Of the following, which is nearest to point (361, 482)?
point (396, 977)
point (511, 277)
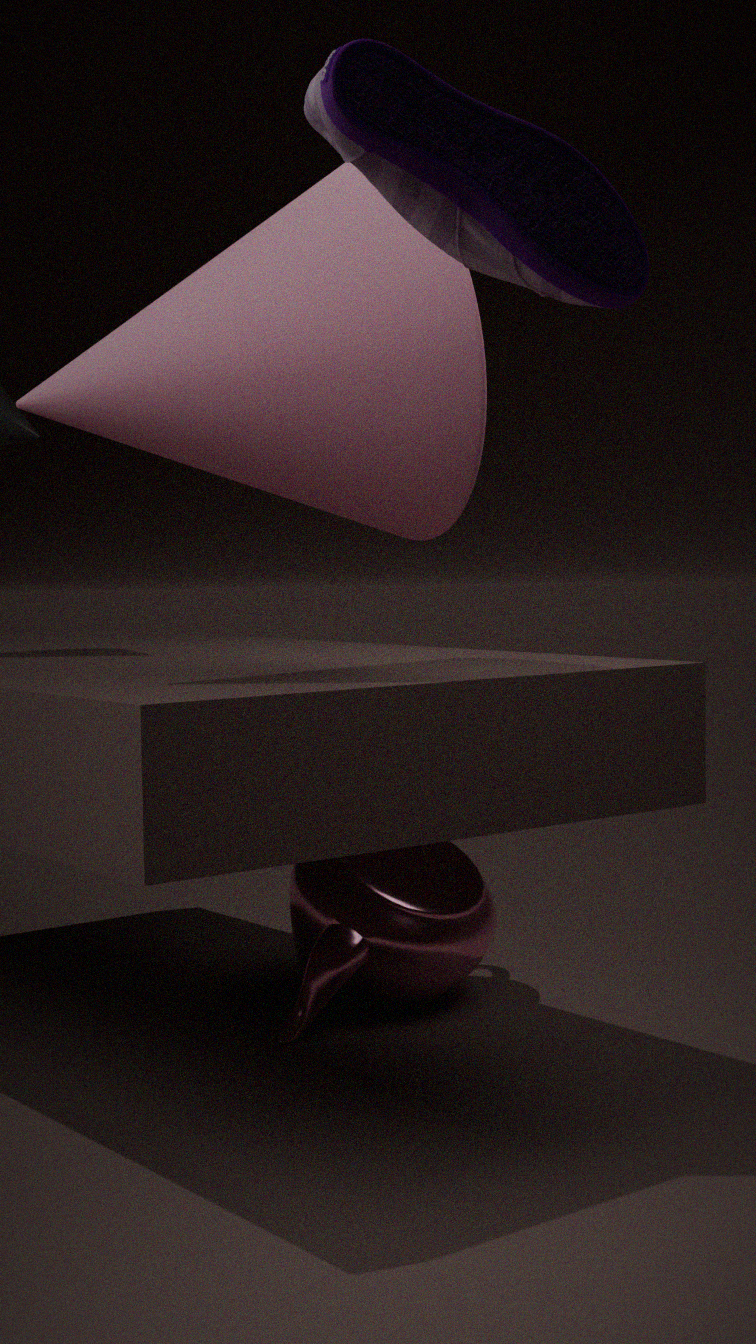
point (511, 277)
